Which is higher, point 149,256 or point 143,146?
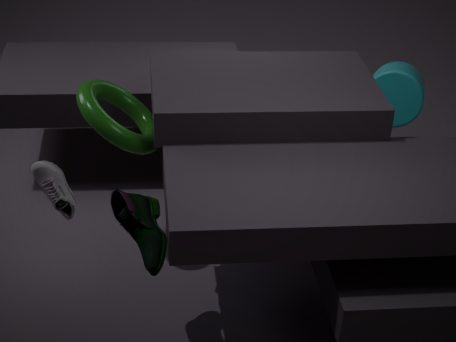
point 143,146
